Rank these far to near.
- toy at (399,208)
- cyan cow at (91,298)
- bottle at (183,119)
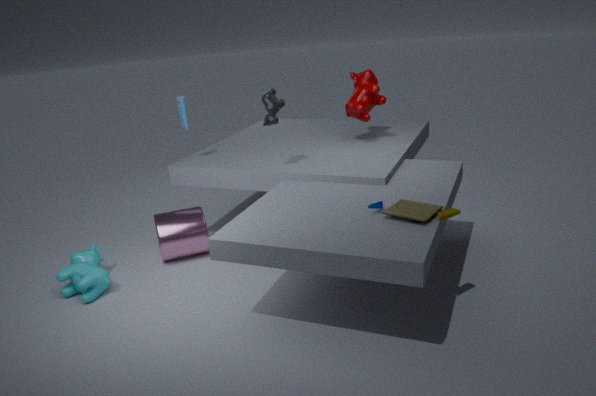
bottle at (183,119)
cyan cow at (91,298)
toy at (399,208)
